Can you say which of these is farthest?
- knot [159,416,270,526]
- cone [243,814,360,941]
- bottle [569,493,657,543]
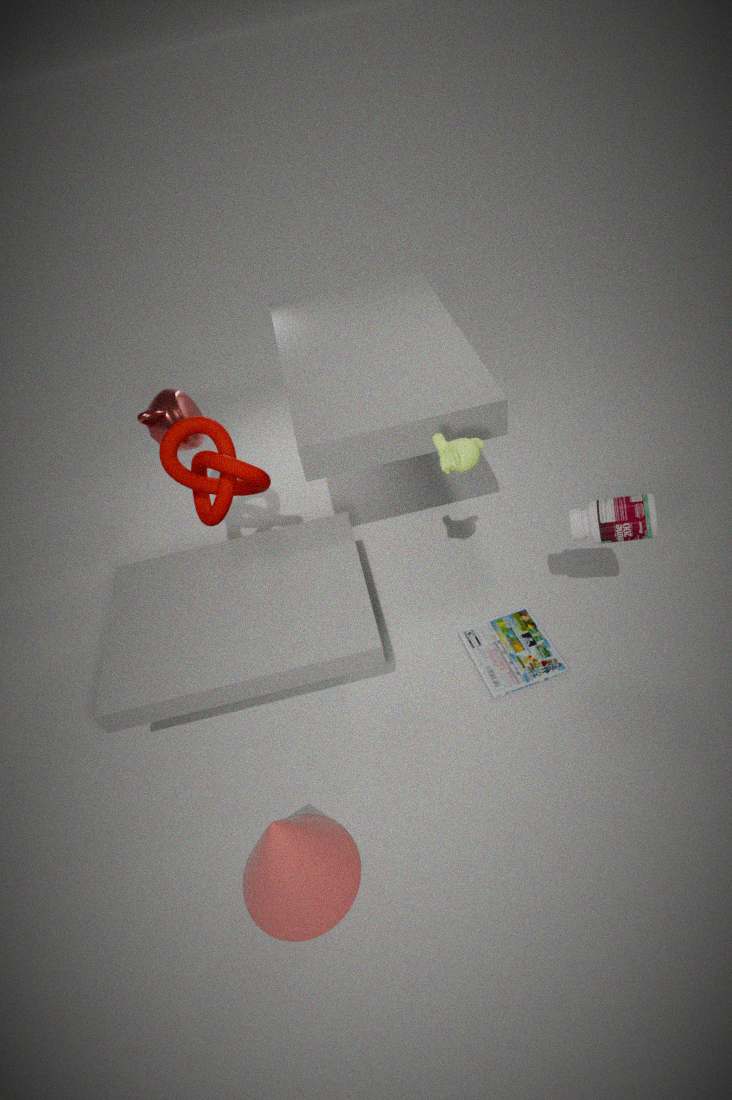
knot [159,416,270,526]
